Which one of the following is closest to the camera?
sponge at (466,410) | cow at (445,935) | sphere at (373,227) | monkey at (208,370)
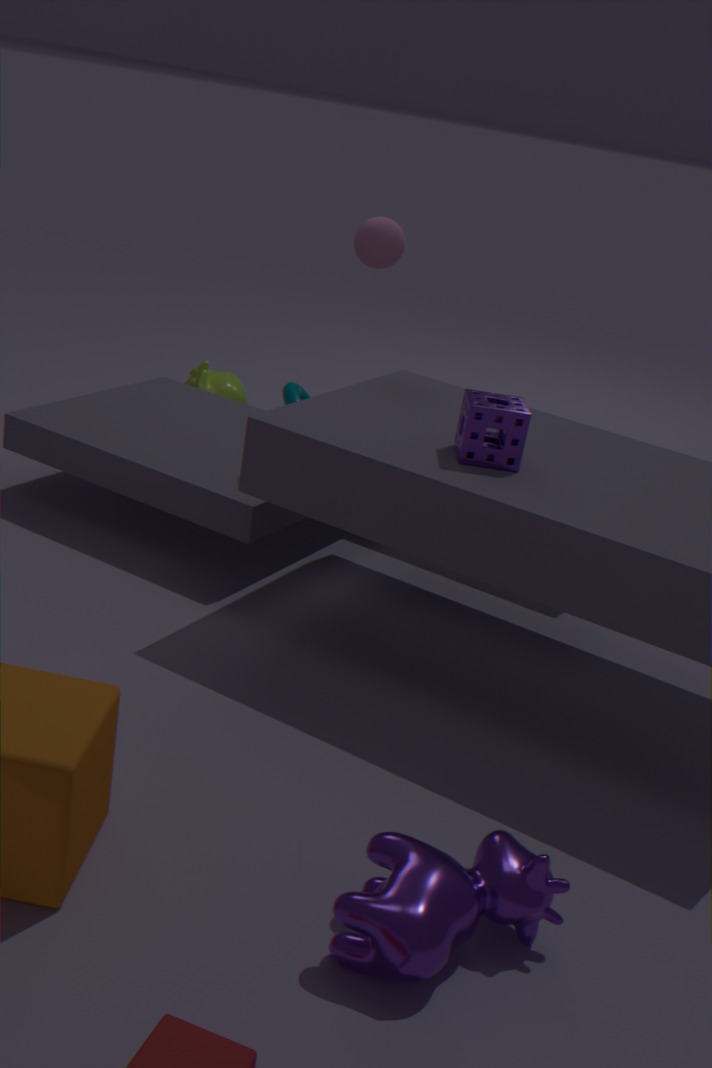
cow at (445,935)
